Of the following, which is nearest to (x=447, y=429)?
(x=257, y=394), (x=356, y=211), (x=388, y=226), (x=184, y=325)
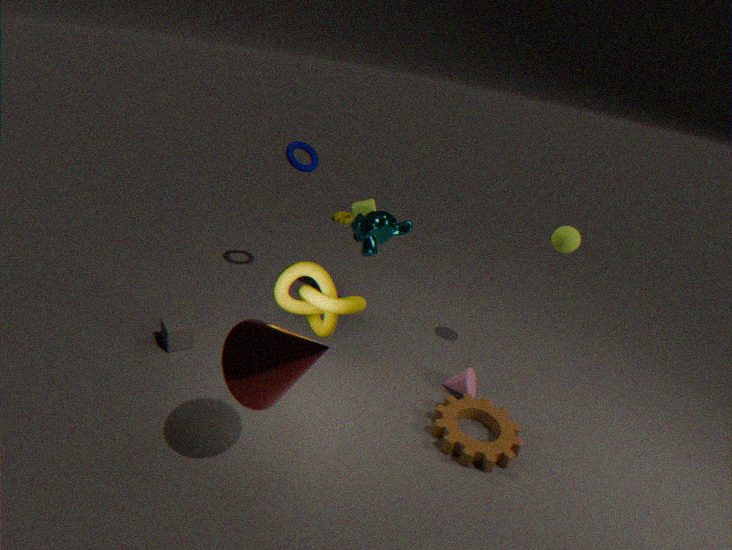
(x=257, y=394)
